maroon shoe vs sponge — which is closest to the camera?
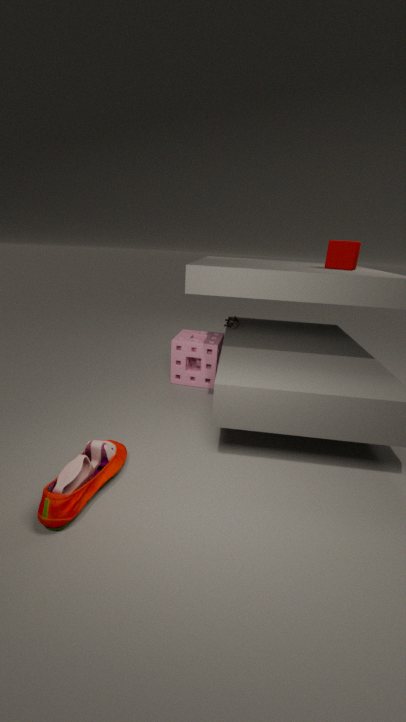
maroon shoe
